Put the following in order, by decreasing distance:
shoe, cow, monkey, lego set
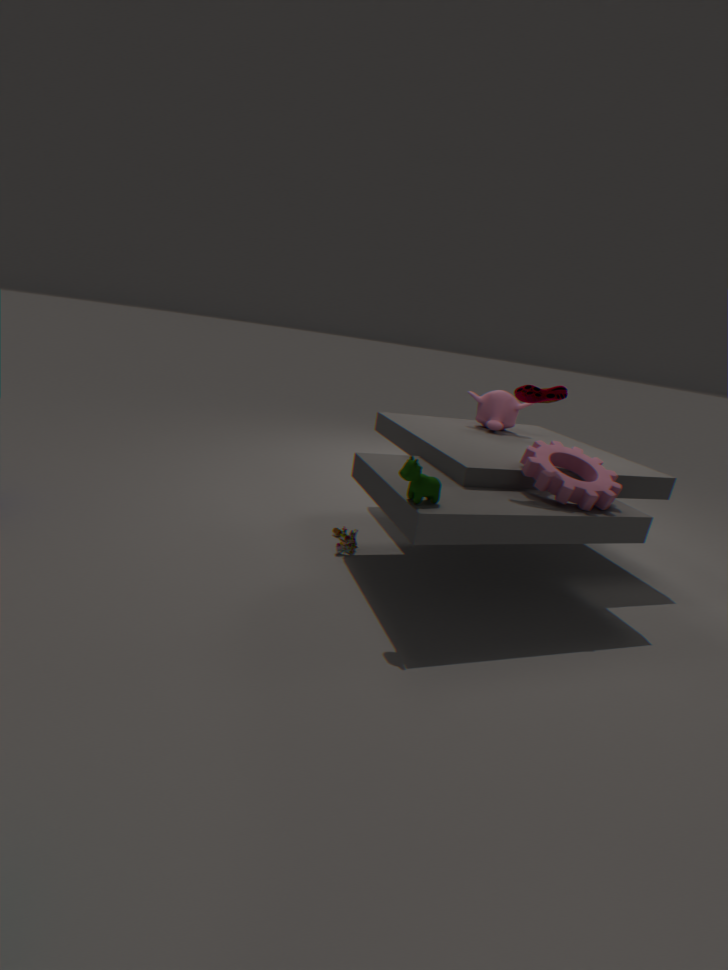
1. monkey
2. lego set
3. shoe
4. cow
